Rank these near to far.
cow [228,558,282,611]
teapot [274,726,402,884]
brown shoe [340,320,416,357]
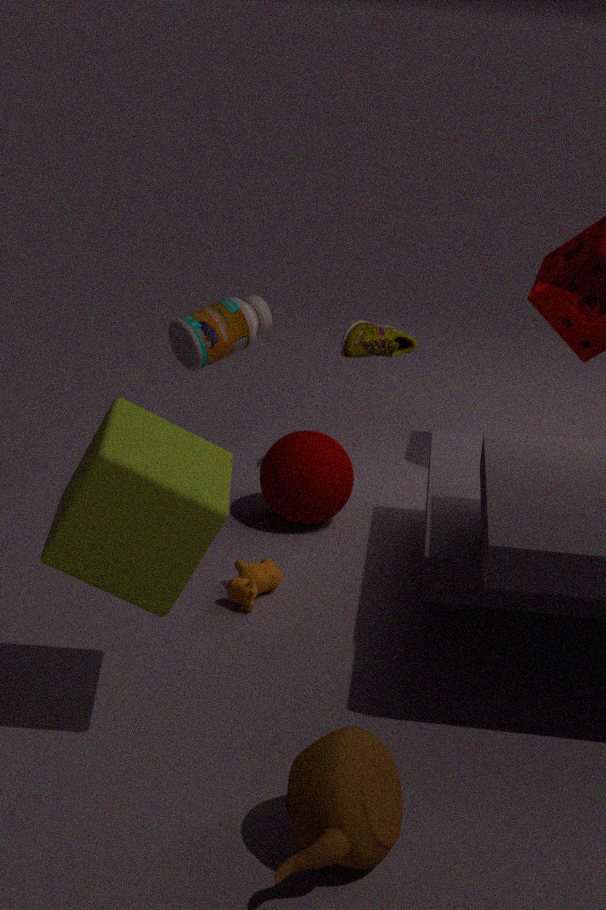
teapot [274,726,402,884] → cow [228,558,282,611] → brown shoe [340,320,416,357]
